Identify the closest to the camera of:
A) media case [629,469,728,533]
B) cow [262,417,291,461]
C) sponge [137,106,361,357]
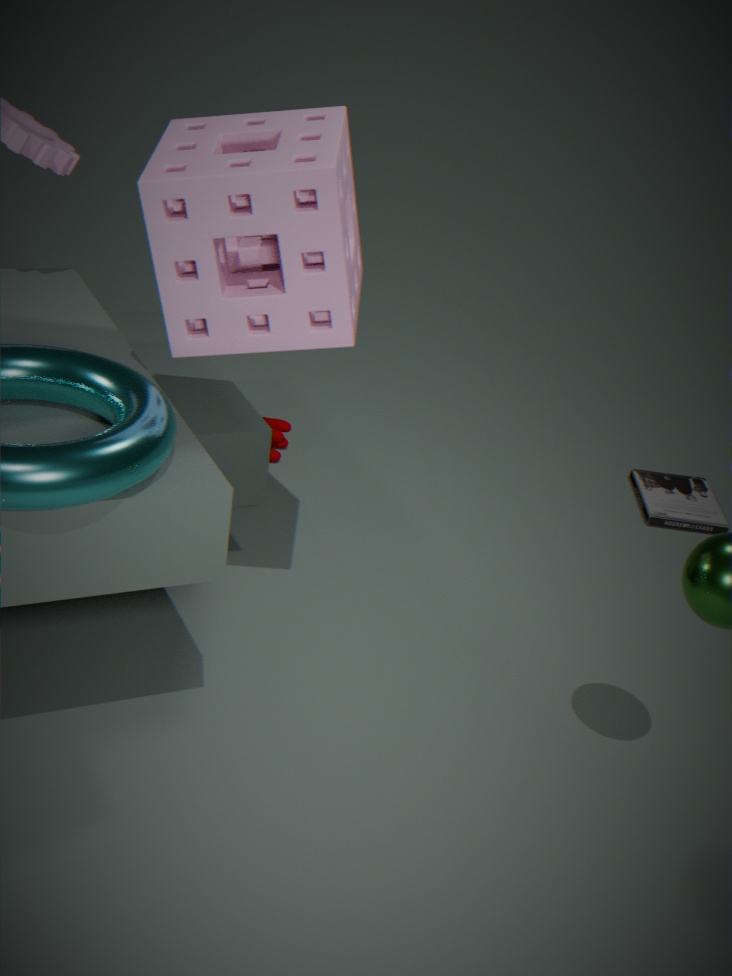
sponge [137,106,361,357]
